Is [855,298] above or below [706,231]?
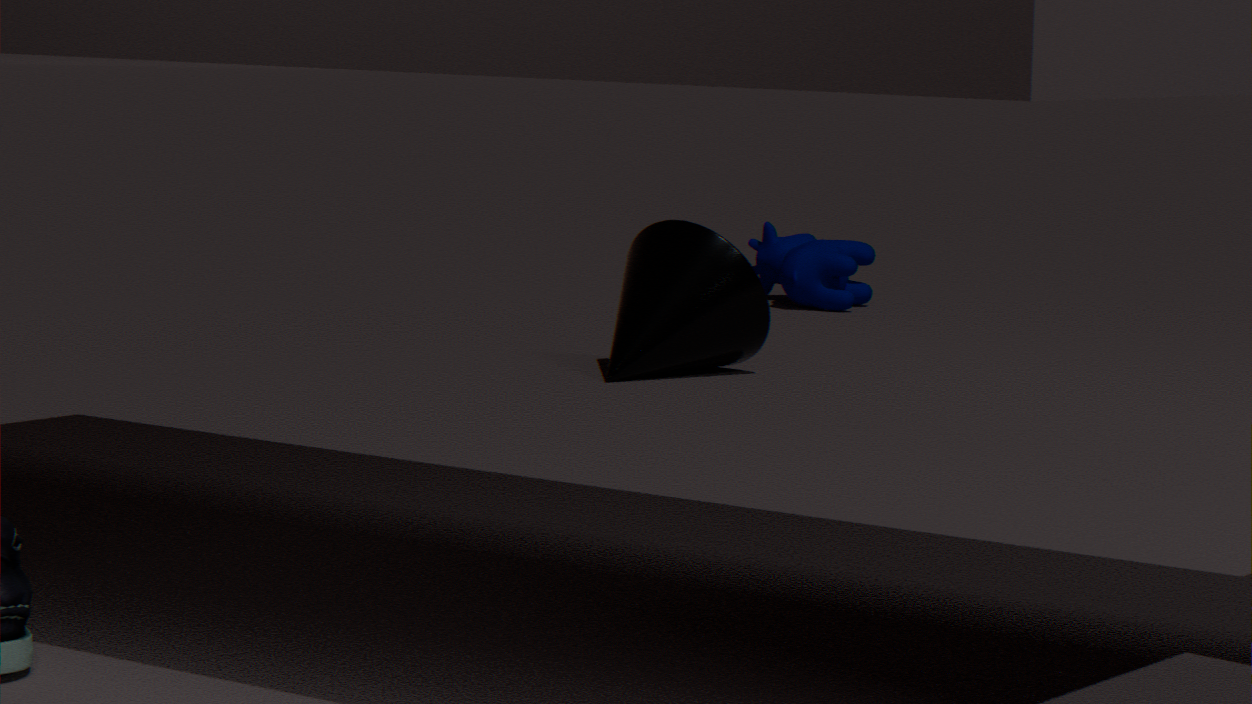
below
